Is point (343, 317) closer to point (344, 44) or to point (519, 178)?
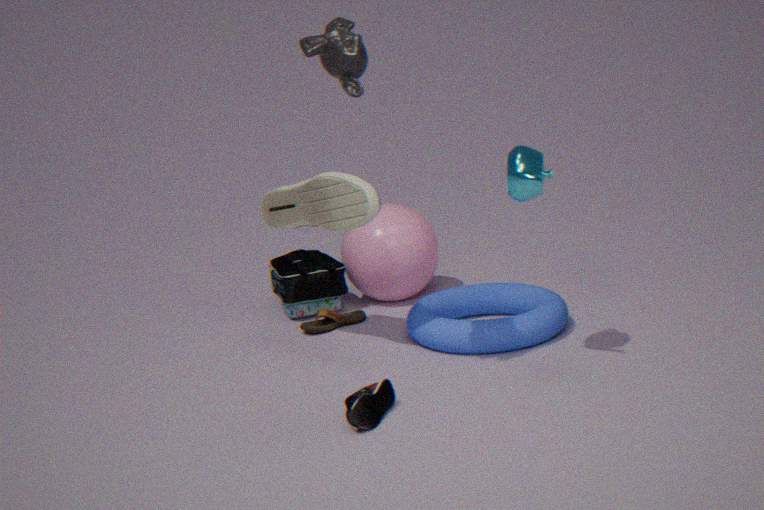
point (519, 178)
